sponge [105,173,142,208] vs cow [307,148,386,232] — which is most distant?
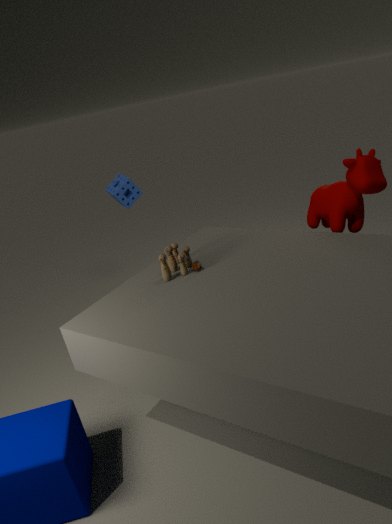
sponge [105,173,142,208]
